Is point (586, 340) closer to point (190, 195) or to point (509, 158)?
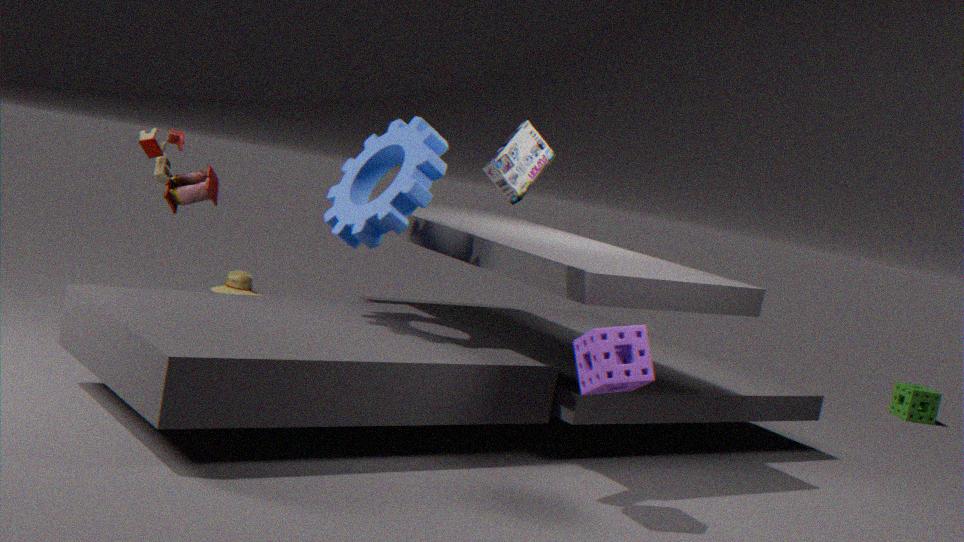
point (509, 158)
